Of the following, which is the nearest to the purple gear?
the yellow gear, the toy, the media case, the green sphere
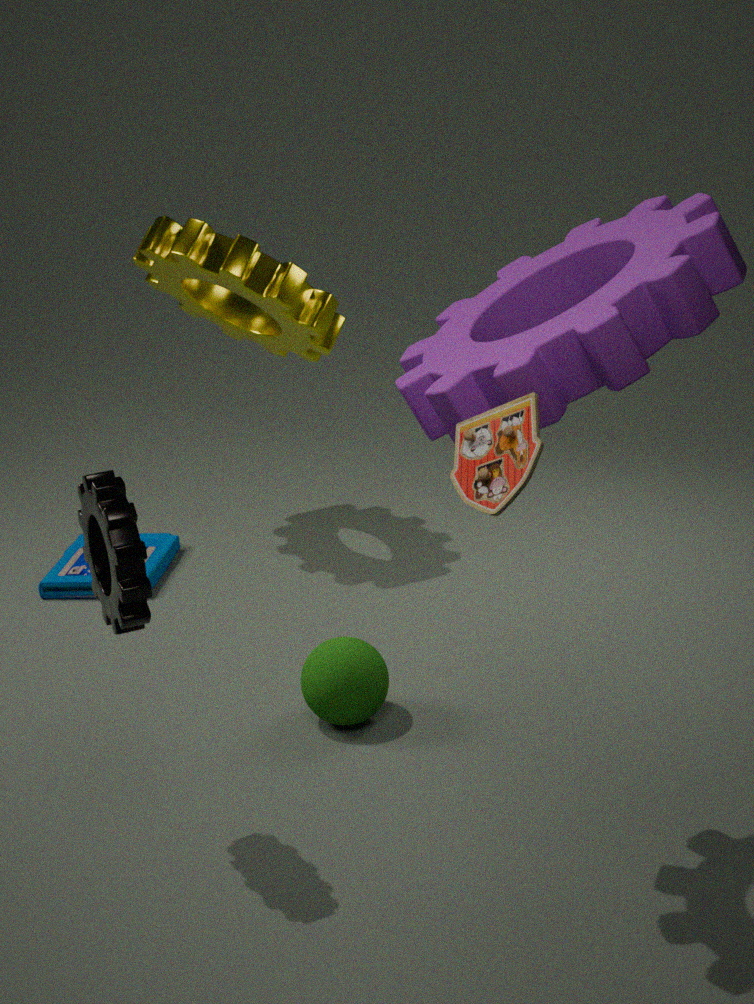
the toy
